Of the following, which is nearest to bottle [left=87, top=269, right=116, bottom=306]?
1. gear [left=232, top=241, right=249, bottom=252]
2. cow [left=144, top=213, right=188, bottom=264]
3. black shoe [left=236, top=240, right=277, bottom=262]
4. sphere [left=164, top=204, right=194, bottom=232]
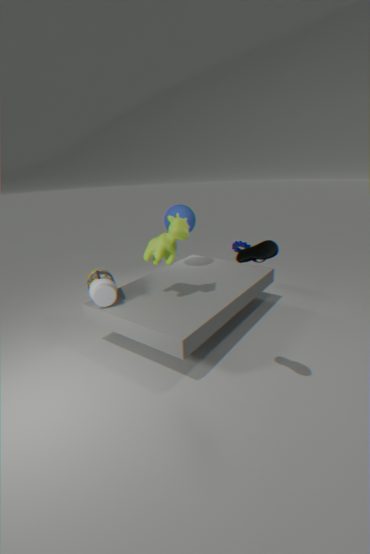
cow [left=144, top=213, right=188, bottom=264]
